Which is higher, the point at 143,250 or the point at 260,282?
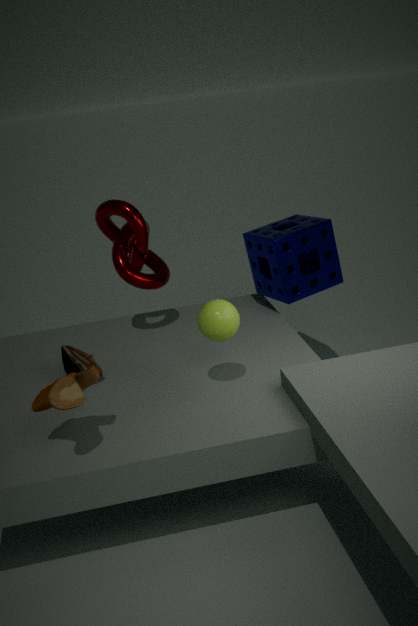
the point at 143,250
